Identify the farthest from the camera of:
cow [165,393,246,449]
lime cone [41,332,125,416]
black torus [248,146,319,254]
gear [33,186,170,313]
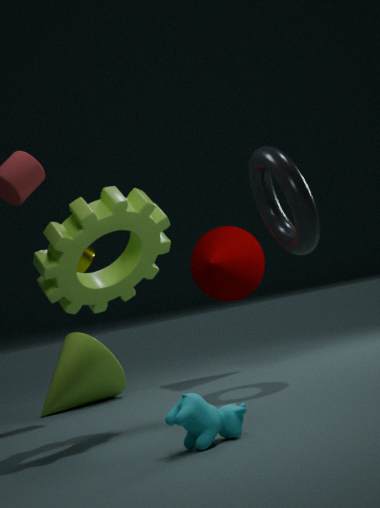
lime cone [41,332,125,416]
